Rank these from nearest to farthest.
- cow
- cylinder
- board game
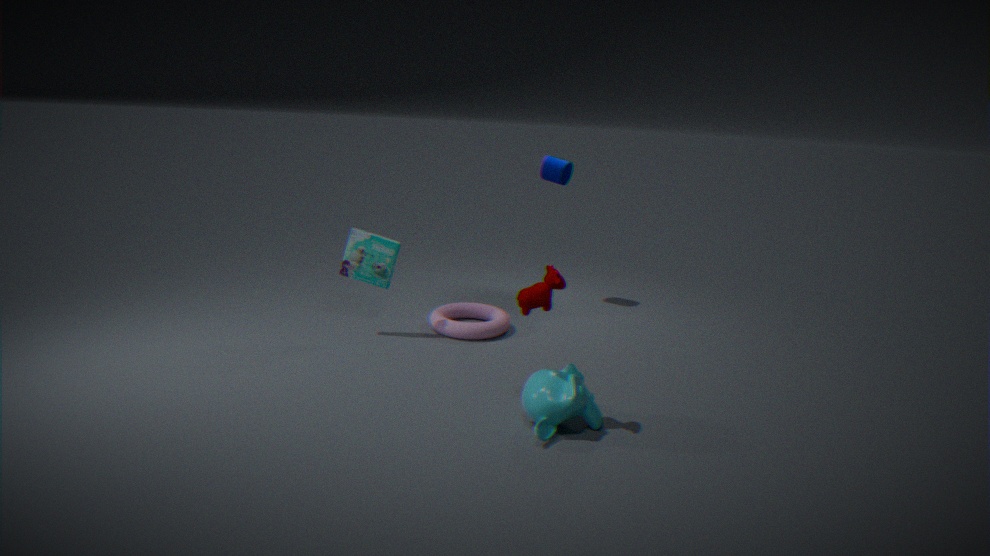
cow → board game → cylinder
